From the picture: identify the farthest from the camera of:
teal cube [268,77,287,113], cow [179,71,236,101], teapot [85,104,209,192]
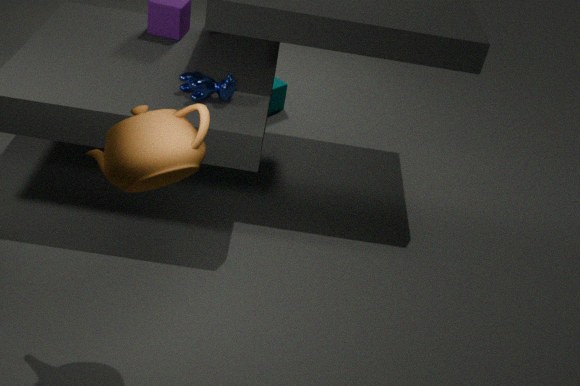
teal cube [268,77,287,113]
